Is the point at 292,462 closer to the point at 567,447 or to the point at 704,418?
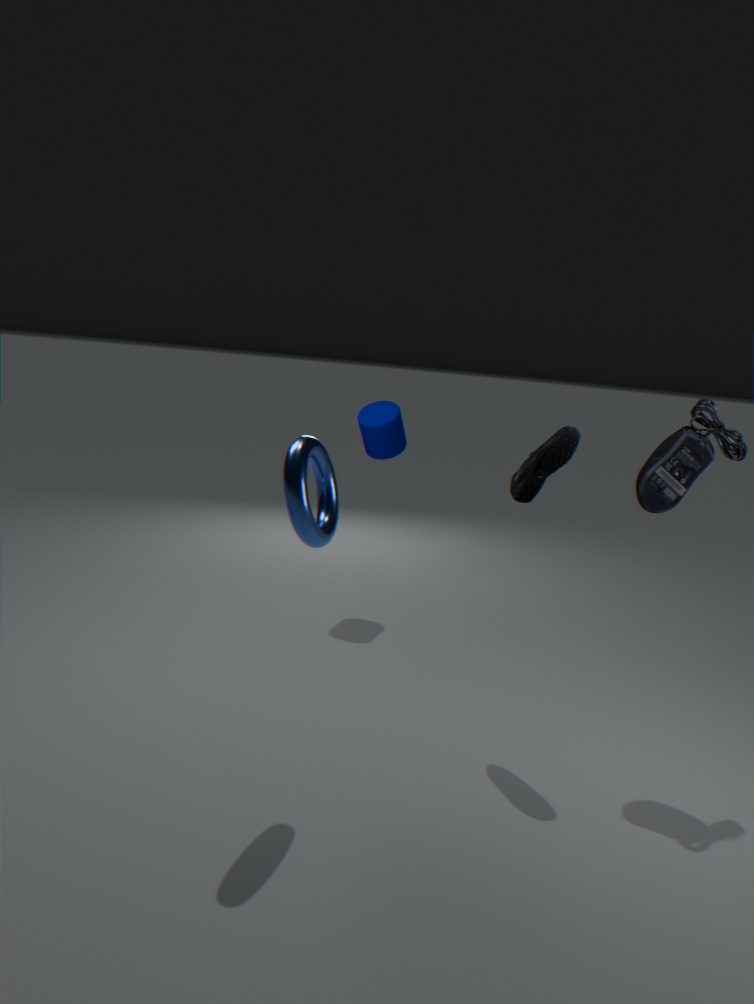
the point at 567,447
